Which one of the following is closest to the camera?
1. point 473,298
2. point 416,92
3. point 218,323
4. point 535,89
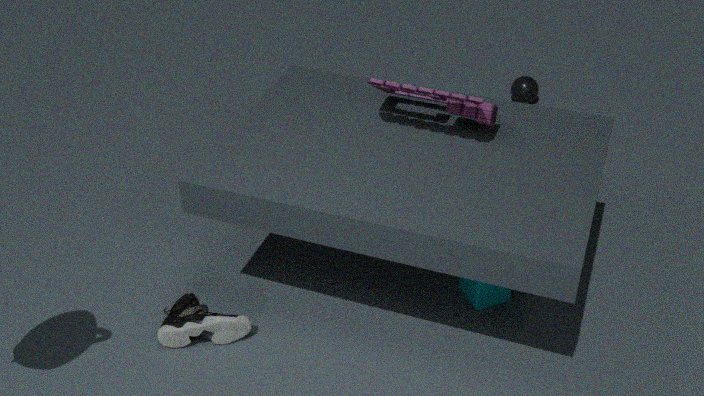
point 218,323
